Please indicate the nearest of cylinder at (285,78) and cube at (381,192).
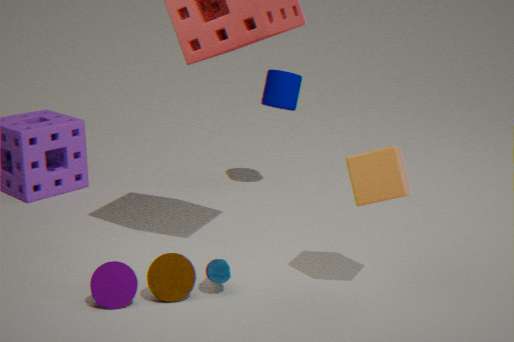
cube at (381,192)
